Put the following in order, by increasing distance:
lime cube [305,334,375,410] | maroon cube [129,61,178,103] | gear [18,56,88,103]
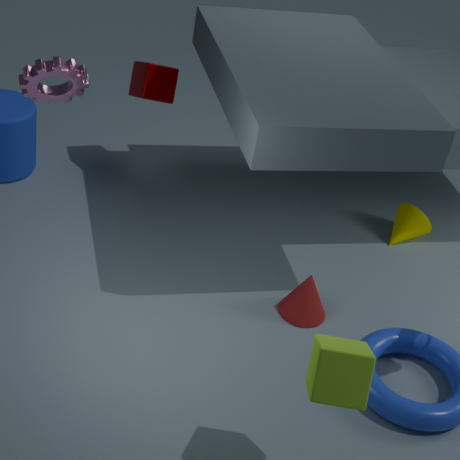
lime cube [305,334,375,410] → gear [18,56,88,103] → maroon cube [129,61,178,103]
